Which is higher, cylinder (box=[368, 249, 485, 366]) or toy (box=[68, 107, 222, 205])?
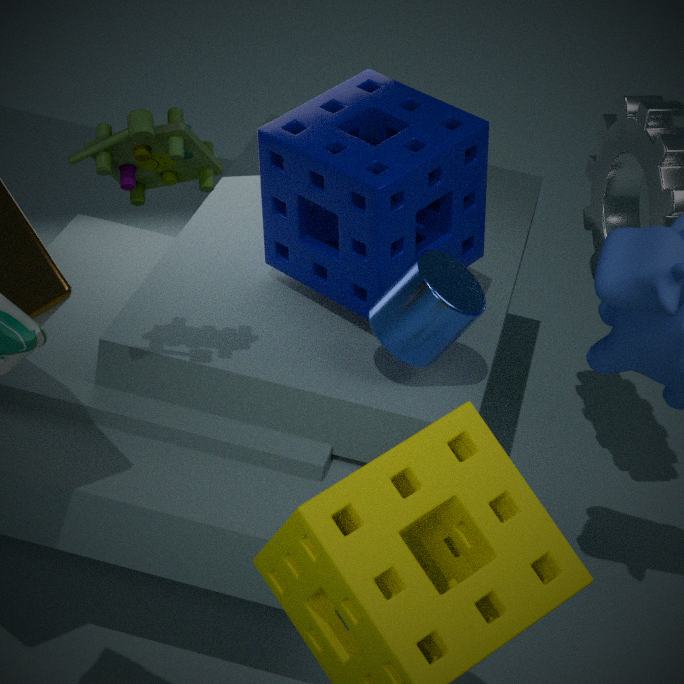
toy (box=[68, 107, 222, 205])
